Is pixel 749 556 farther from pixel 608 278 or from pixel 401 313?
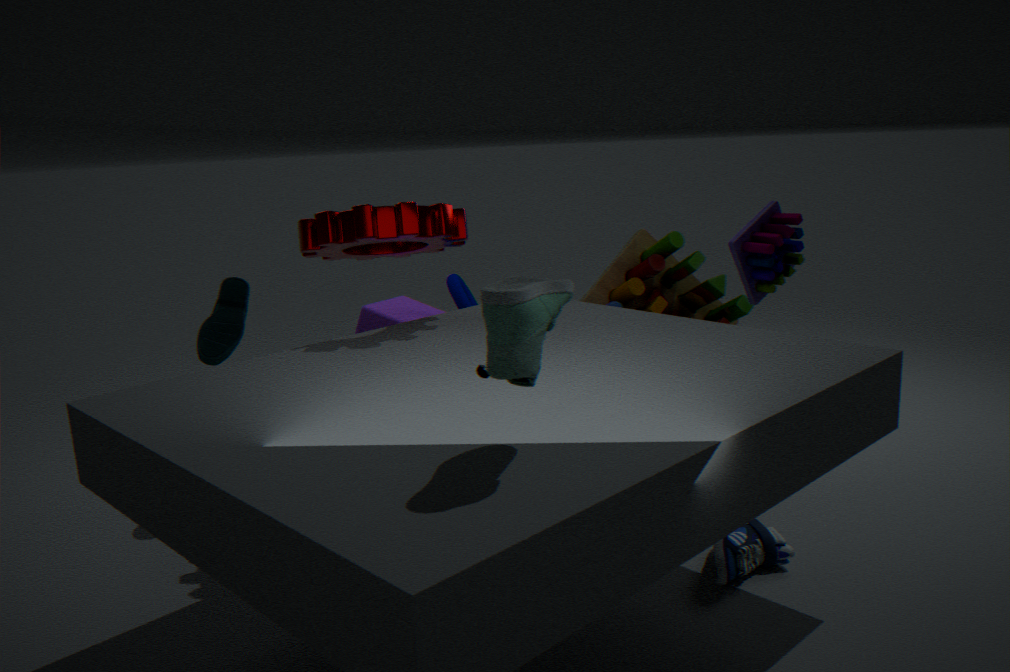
pixel 401 313
